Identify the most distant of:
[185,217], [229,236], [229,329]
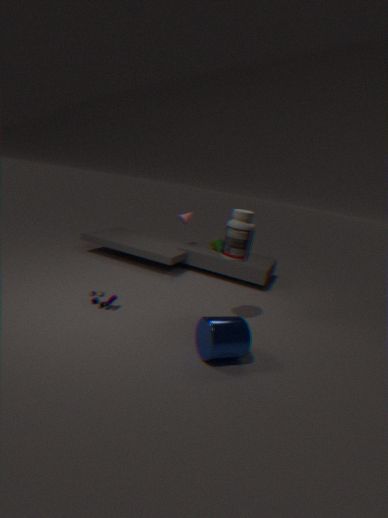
[185,217]
